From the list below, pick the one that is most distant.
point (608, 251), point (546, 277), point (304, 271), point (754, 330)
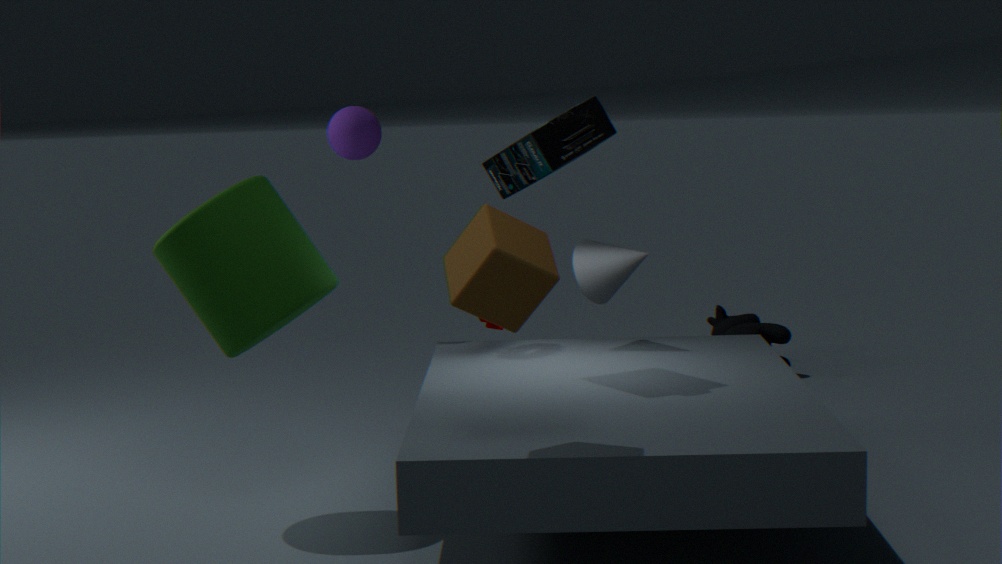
point (754, 330)
